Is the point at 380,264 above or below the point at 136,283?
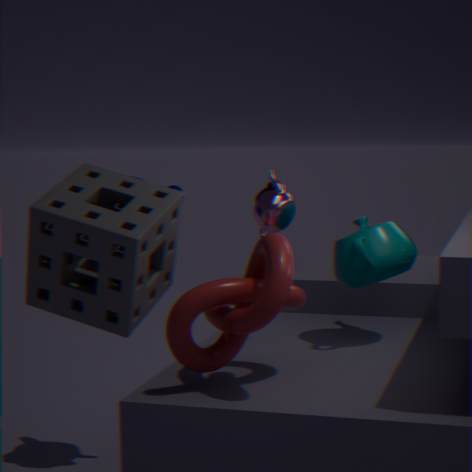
below
